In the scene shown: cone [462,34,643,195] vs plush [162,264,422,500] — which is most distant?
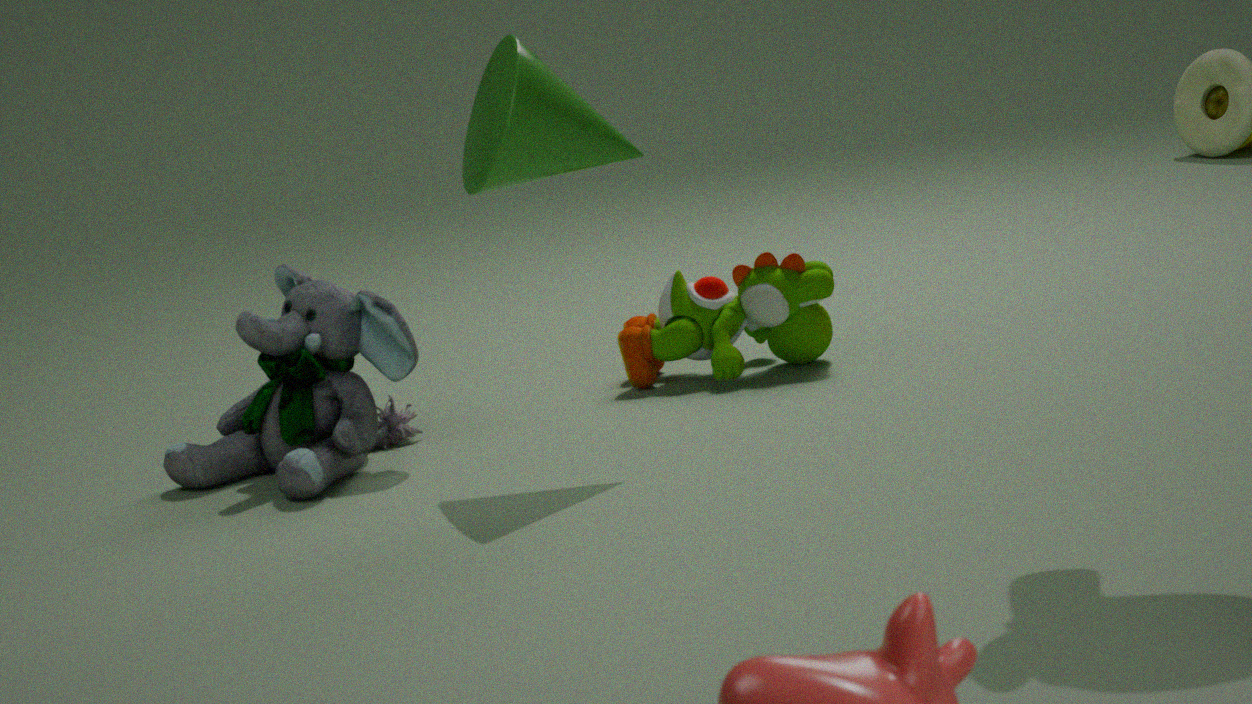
plush [162,264,422,500]
